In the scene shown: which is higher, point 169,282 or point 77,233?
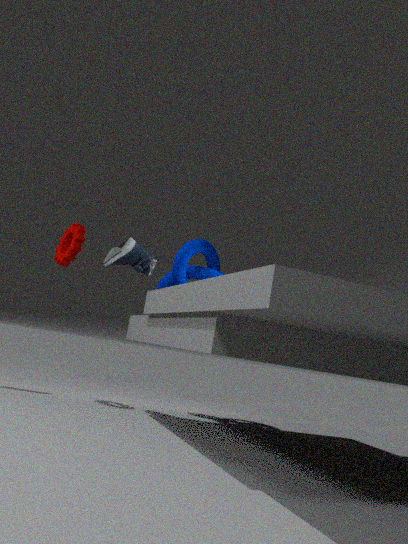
point 77,233
